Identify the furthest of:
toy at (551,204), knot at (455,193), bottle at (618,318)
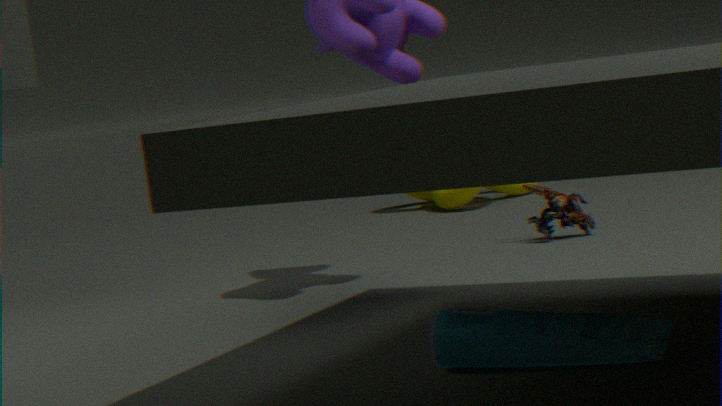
knot at (455,193)
